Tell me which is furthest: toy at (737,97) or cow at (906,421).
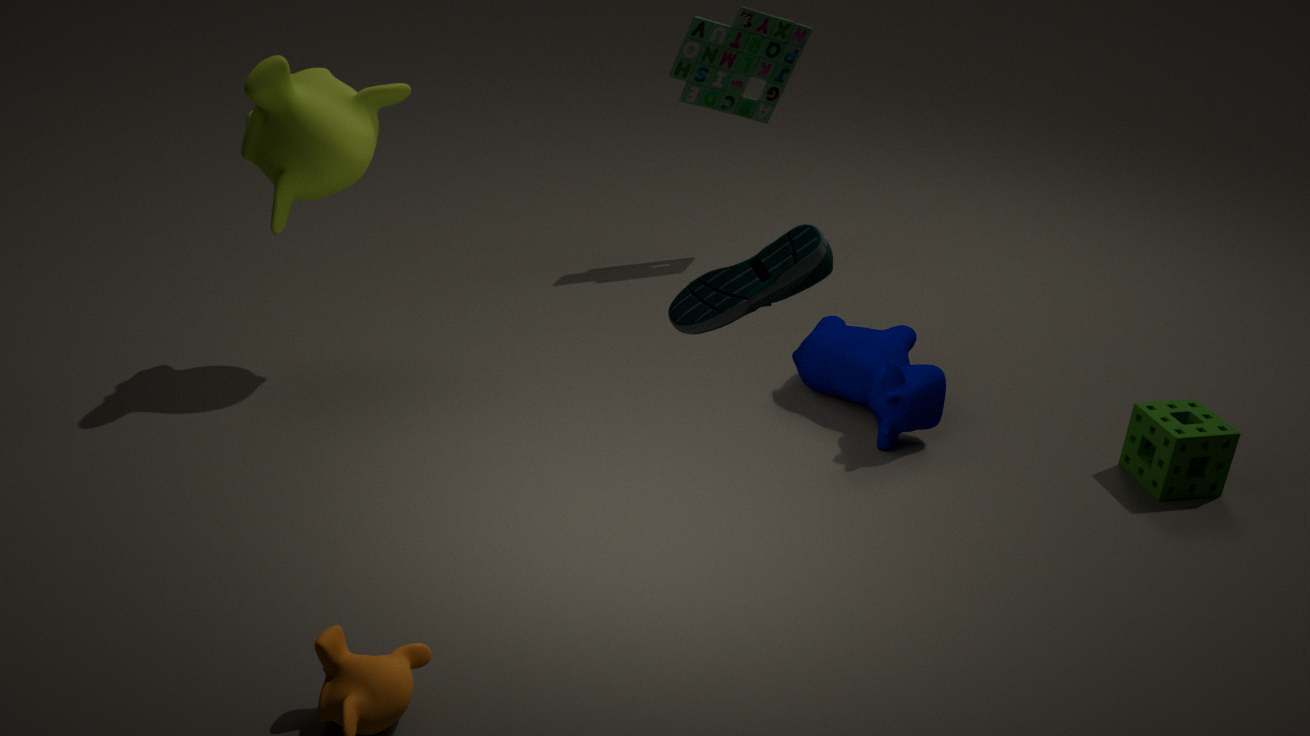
toy at (737,97)
